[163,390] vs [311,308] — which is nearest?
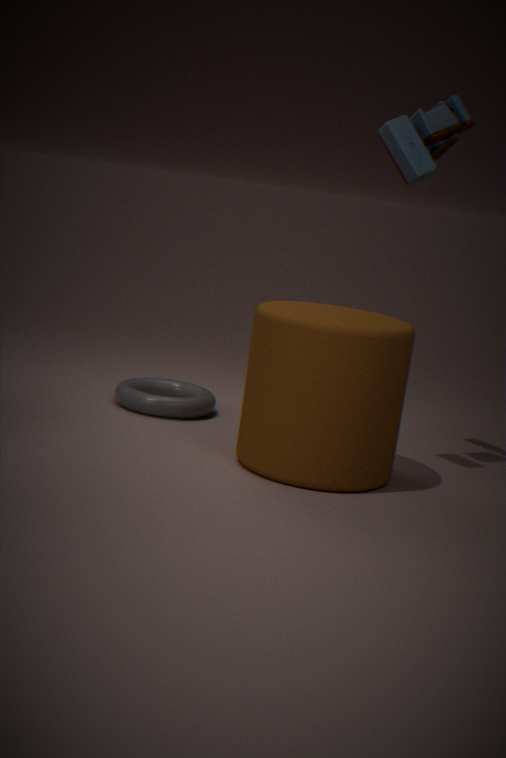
[311,308]
